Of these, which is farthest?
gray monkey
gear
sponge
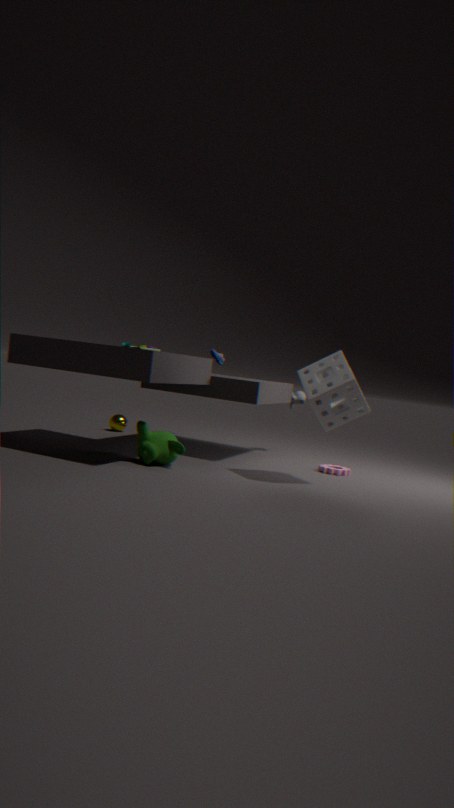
gray monkey
